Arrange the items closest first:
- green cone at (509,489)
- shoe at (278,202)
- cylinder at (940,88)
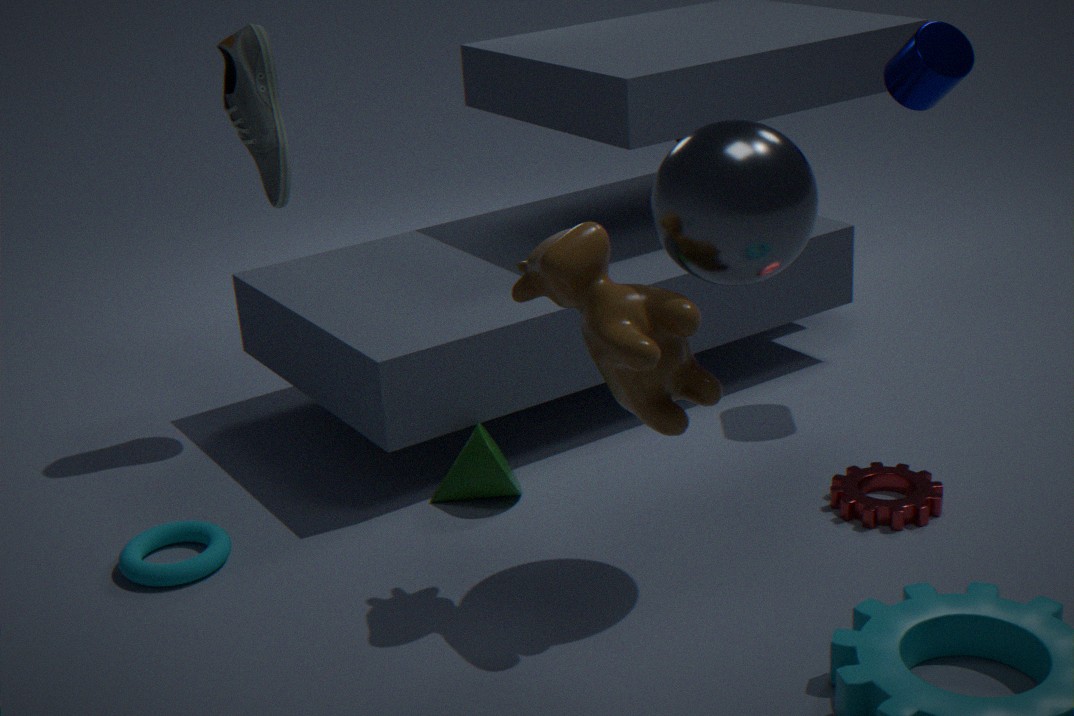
green cone at (509,489), cylinder at (940,88), shoe at (278,202)
